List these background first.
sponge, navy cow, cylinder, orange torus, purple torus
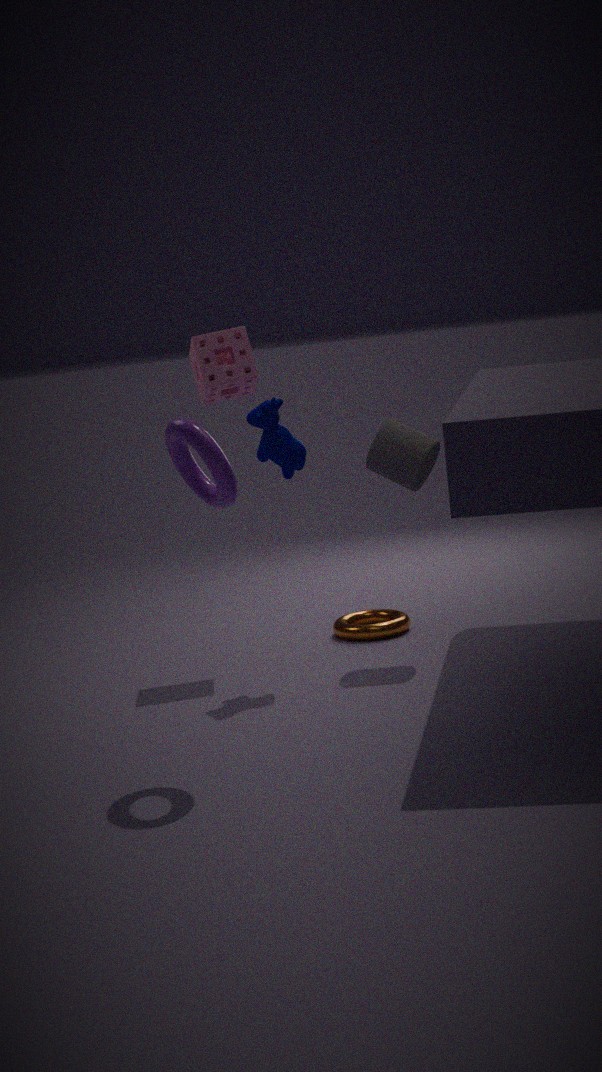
orange torus
sponge
cylinder
navy cow
purple torus
